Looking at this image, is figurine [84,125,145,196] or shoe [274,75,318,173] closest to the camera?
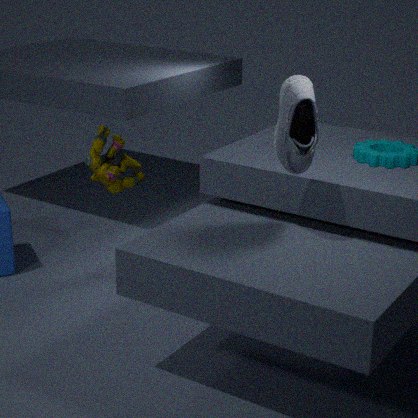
shoe [274,75,318,173]
